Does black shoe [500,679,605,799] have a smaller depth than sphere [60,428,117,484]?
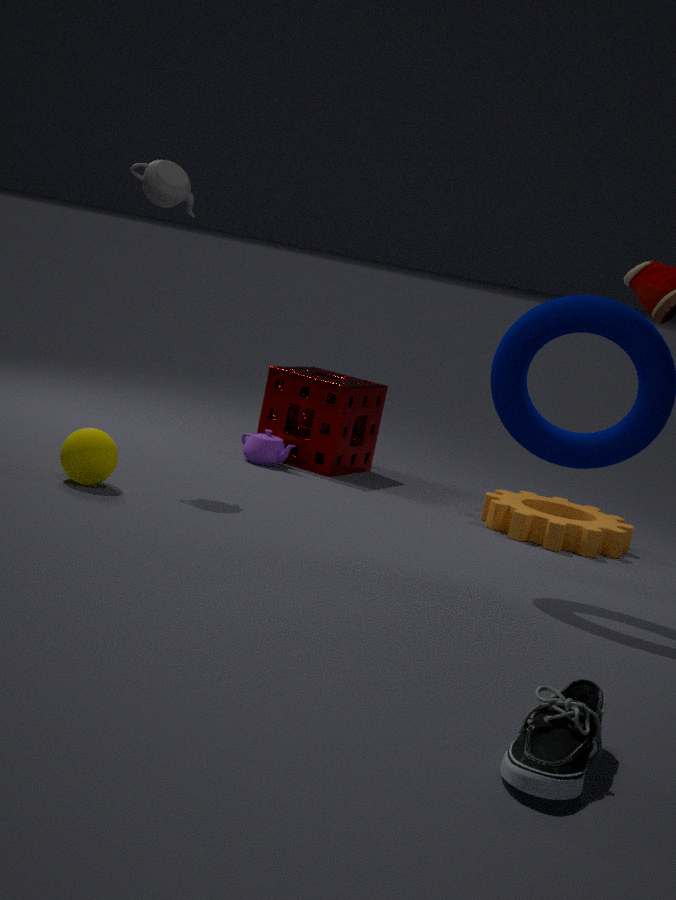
Yes
